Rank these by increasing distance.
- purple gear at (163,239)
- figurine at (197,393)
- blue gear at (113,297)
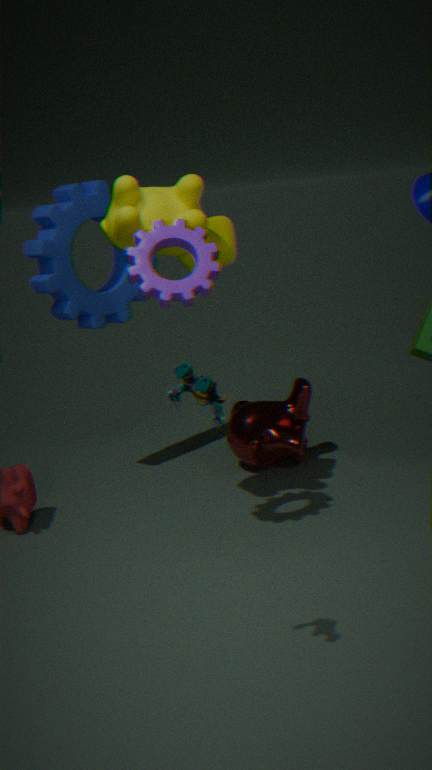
figurine at (197,393) < purple gear at (163,239) < blue gear at (113,297)
